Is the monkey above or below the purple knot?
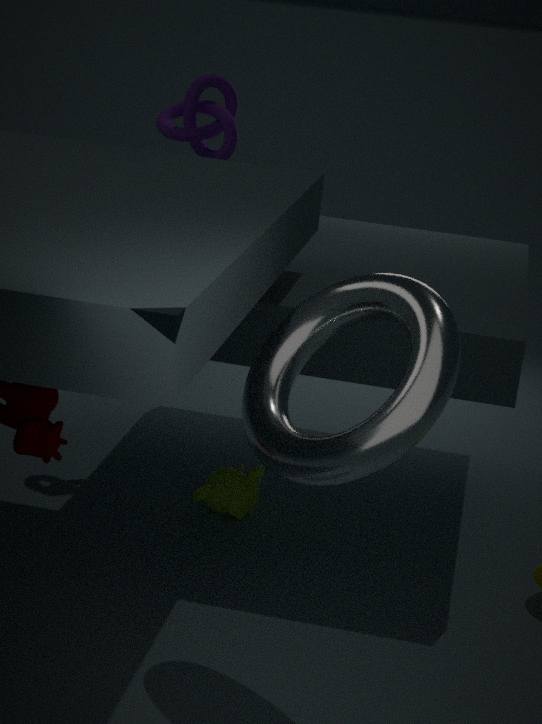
below
